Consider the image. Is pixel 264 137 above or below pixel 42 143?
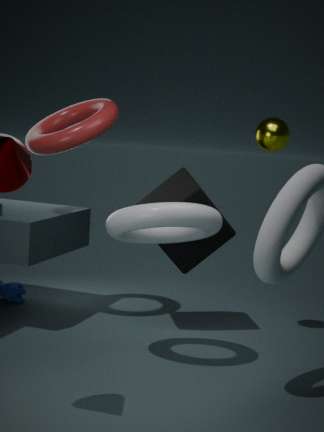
above
